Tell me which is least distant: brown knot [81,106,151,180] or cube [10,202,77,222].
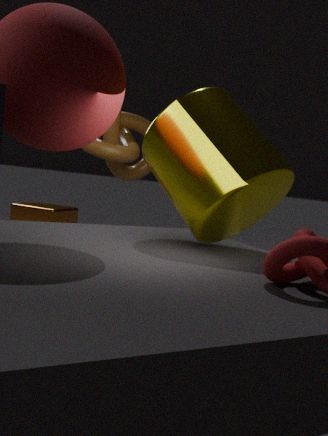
brown knot [81,106,151,180]
